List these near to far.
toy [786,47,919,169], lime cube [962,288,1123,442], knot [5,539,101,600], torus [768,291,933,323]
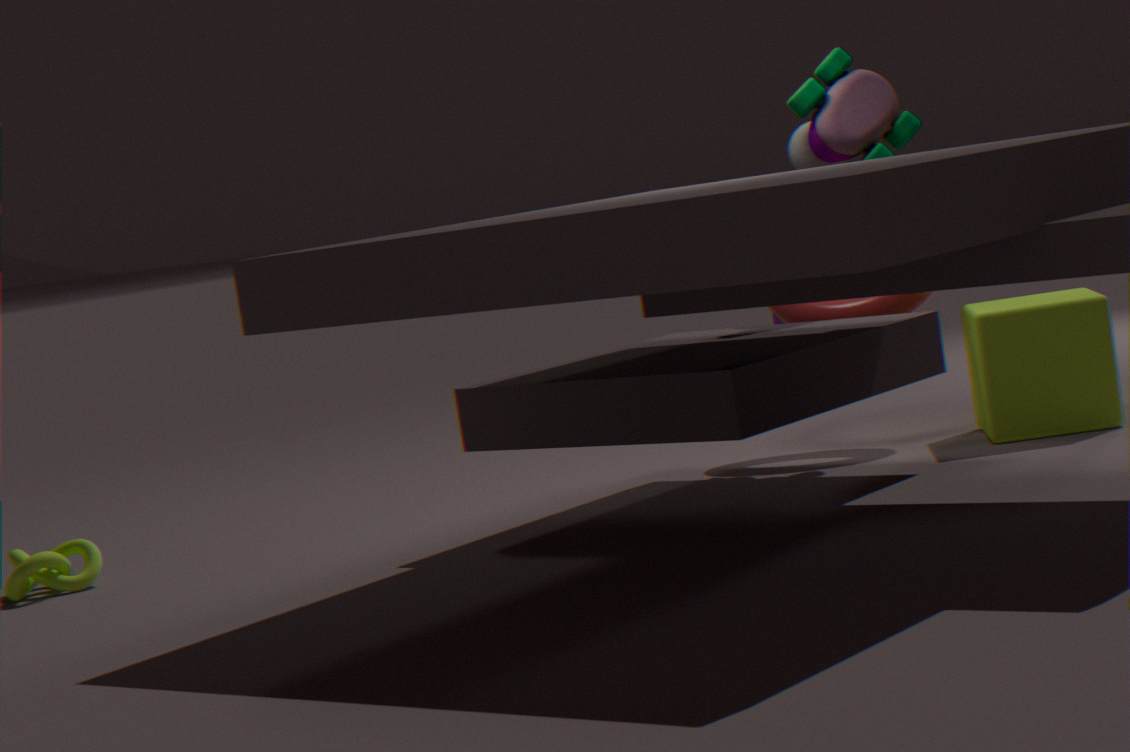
1. knot [5,539,101,600]
2. lime cube [962,288,1123,442]
3. toy [786,47,919,169]
4. torus [768,291,933,323]
